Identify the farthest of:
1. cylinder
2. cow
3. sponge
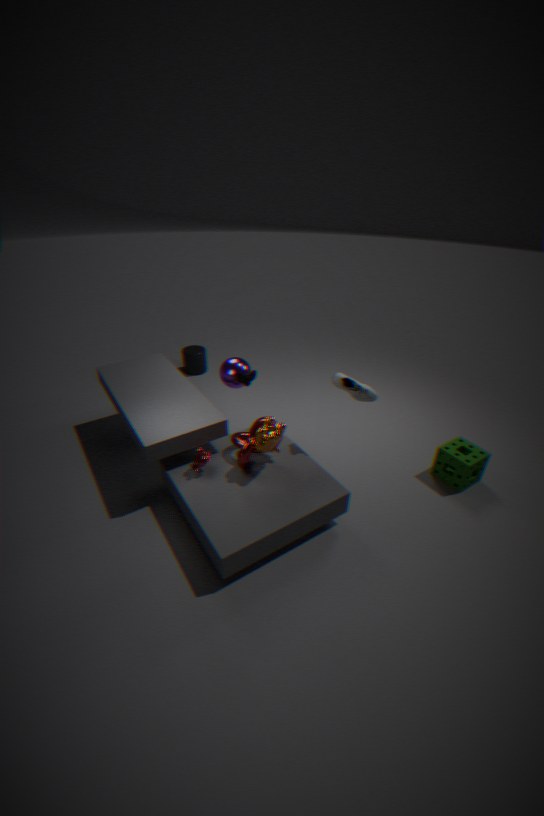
cylinder
